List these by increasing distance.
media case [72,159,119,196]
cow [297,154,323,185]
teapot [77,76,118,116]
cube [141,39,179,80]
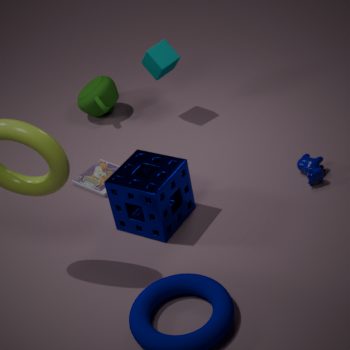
cow [297,154,323,185], media case [72,159,119,196], cube [141,39,179,80], teapot [77,76,118,116]
